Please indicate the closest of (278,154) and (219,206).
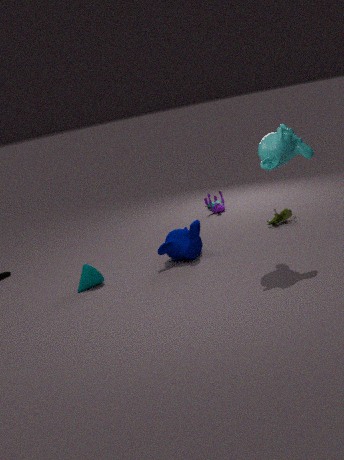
(278,154)
